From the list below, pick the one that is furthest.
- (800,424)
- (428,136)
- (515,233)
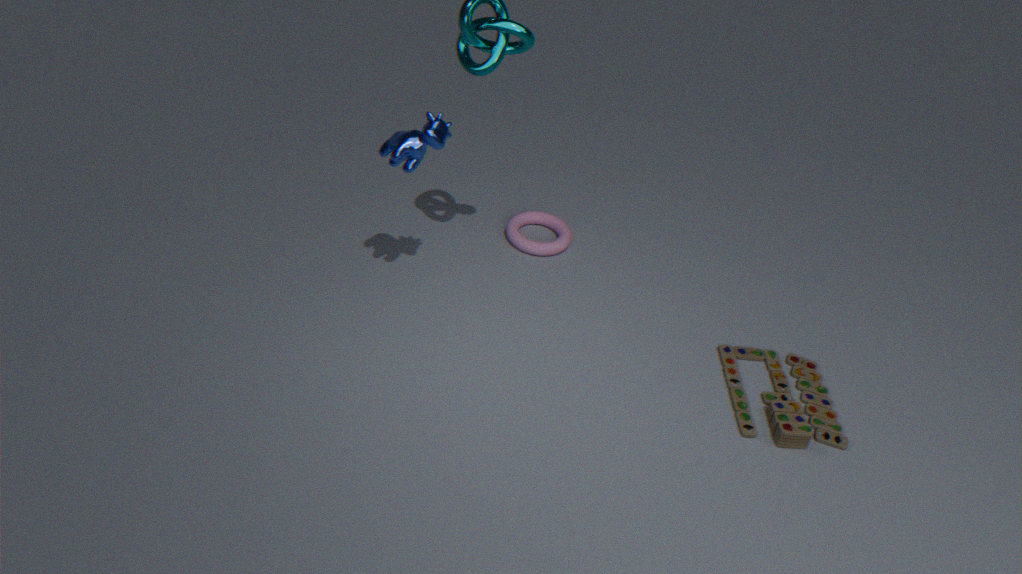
(515,233)
